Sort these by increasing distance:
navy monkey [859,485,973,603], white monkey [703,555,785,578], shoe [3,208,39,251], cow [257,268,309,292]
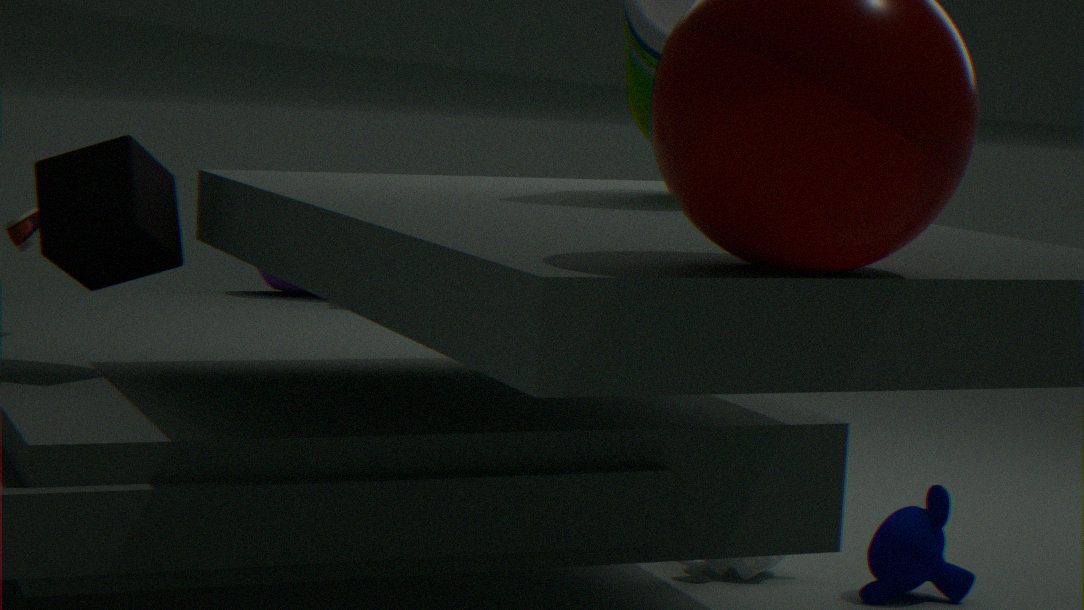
1. navy monkey [859,485,973,603]
2. shoe [3,208,39,251]
3. white monkey [703,555,785,578]
4. cow [257,268,309,292]
